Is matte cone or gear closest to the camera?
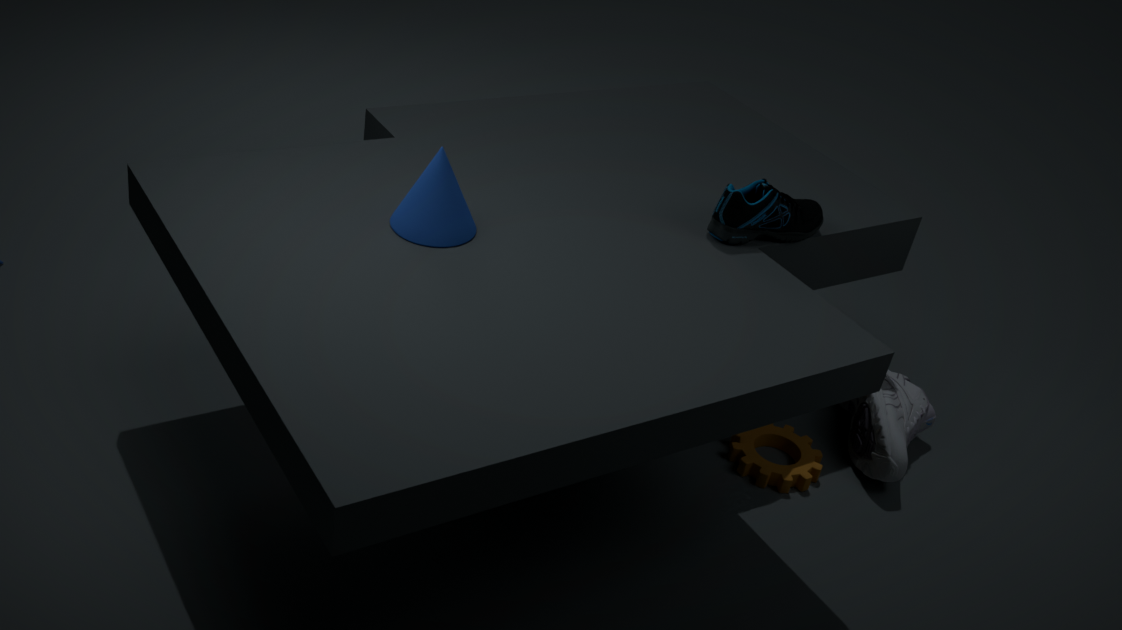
matte cone
